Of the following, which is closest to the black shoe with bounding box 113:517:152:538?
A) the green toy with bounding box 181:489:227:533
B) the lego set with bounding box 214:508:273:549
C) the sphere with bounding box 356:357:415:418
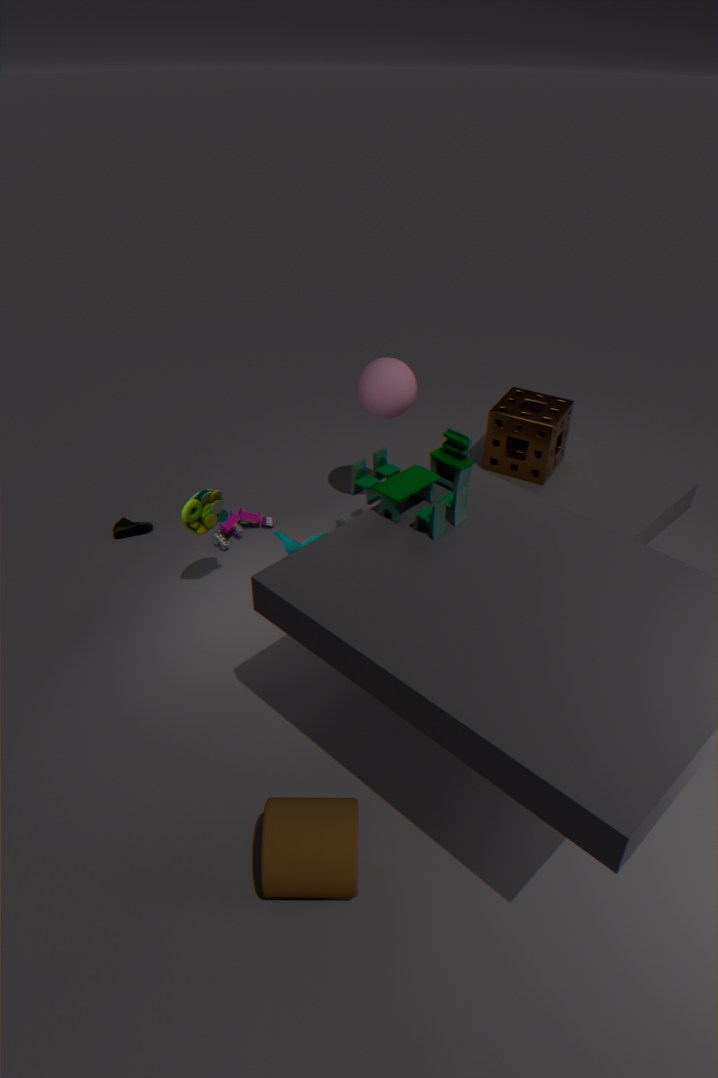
the lego set with bounding box 214:508:273:549
